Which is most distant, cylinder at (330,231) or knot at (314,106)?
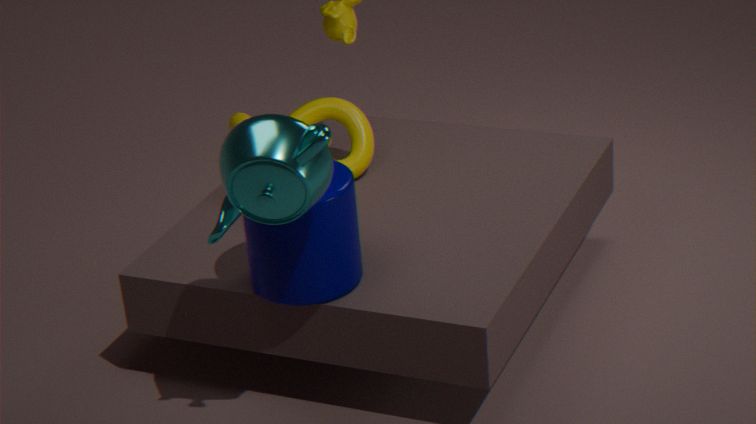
knot at (314,106)
